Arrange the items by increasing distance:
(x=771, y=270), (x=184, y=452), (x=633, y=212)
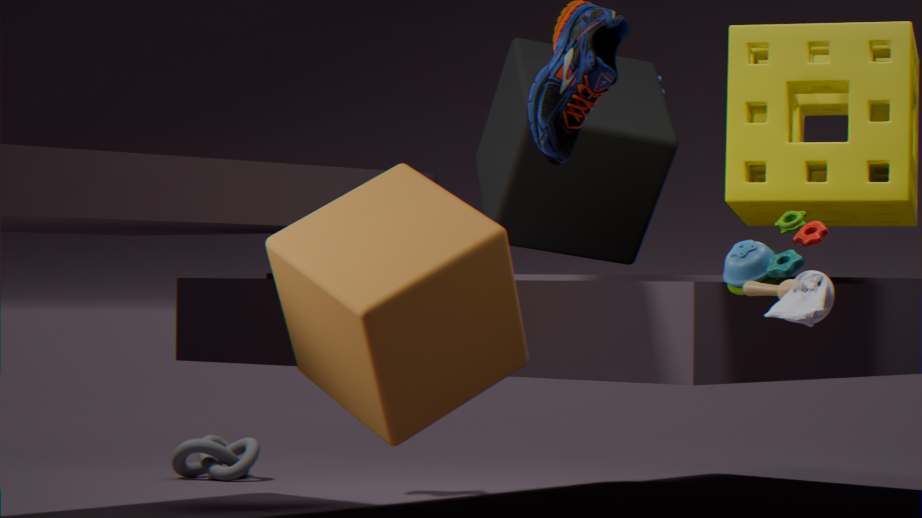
(x=771, y=270) < (x=633, y=212) < (x=184, y=452)
